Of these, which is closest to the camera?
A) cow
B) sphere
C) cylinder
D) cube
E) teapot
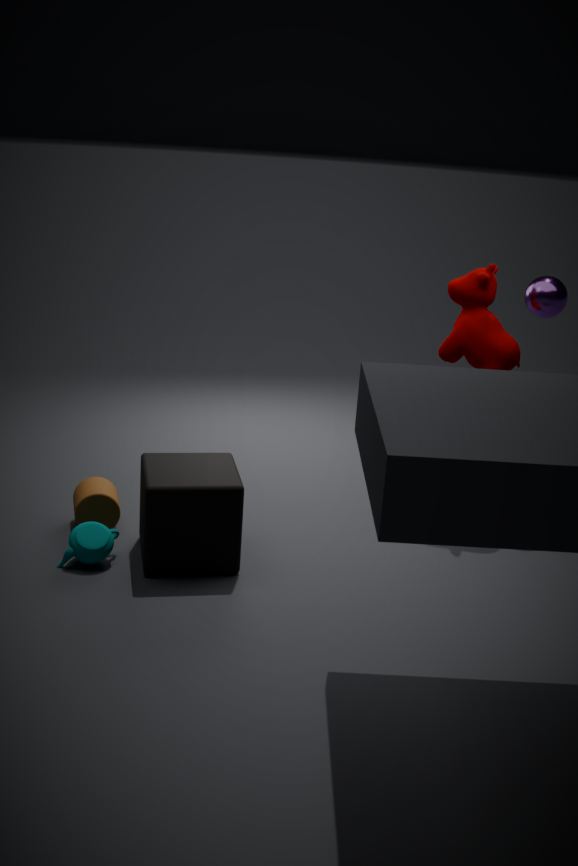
cube
